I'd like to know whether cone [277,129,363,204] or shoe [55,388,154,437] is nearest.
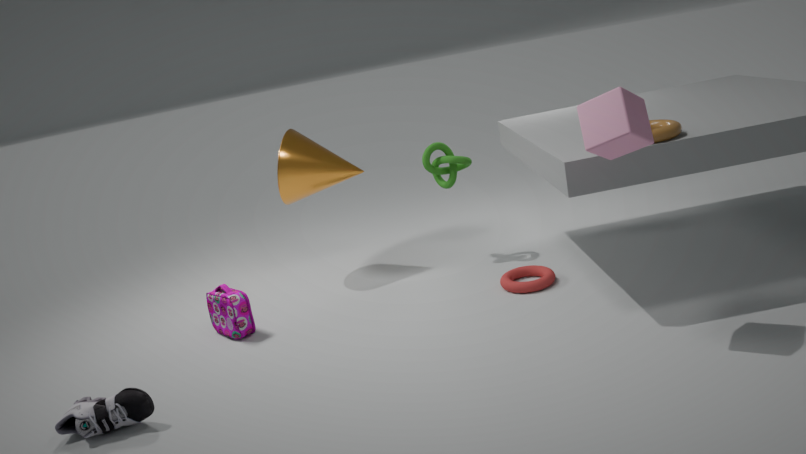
shoe [55,388,154,437]
